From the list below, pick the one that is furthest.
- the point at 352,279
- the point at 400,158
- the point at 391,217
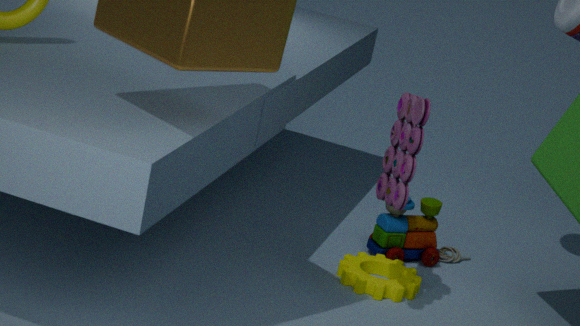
the point at 391,217
